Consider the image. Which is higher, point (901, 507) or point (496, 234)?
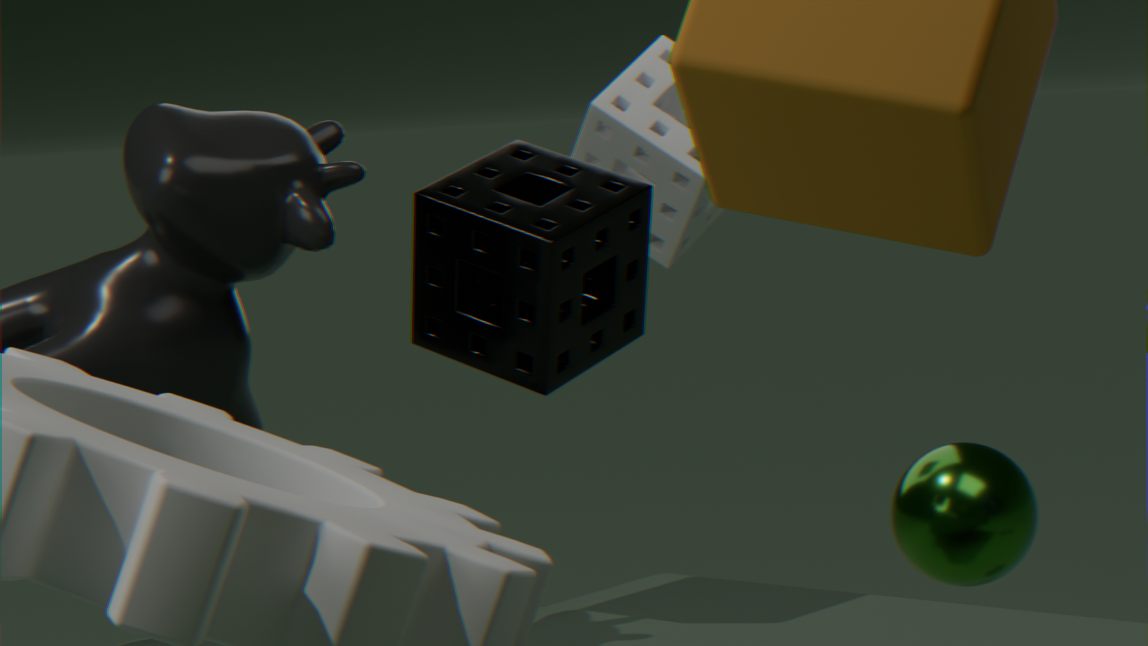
point (496, 234)
